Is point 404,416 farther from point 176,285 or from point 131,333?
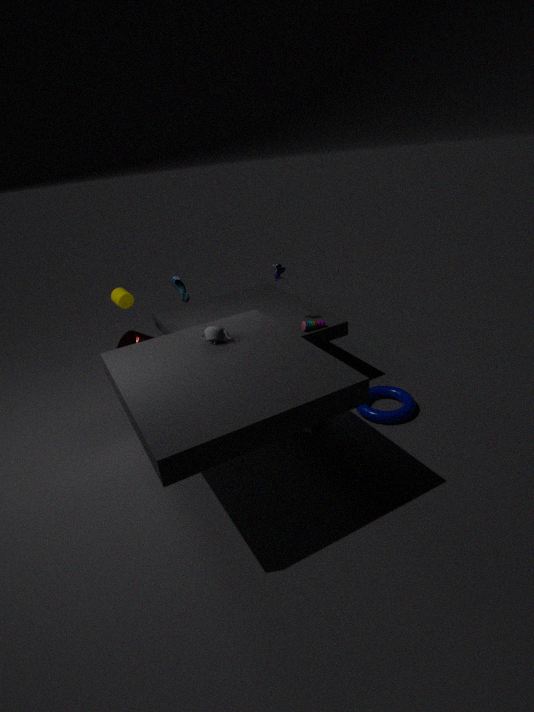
point 131,333
